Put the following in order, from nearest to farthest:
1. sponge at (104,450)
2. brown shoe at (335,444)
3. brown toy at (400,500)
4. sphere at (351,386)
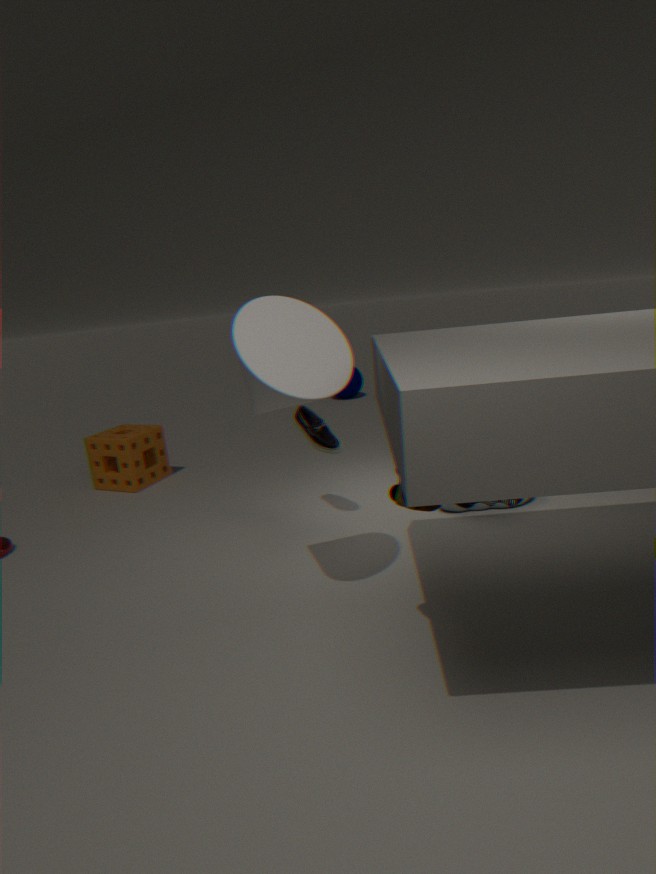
A: brown toy at (400,500) < brown shoe at (335,444) < sponge at (104,450) < sphere at (351,386)
